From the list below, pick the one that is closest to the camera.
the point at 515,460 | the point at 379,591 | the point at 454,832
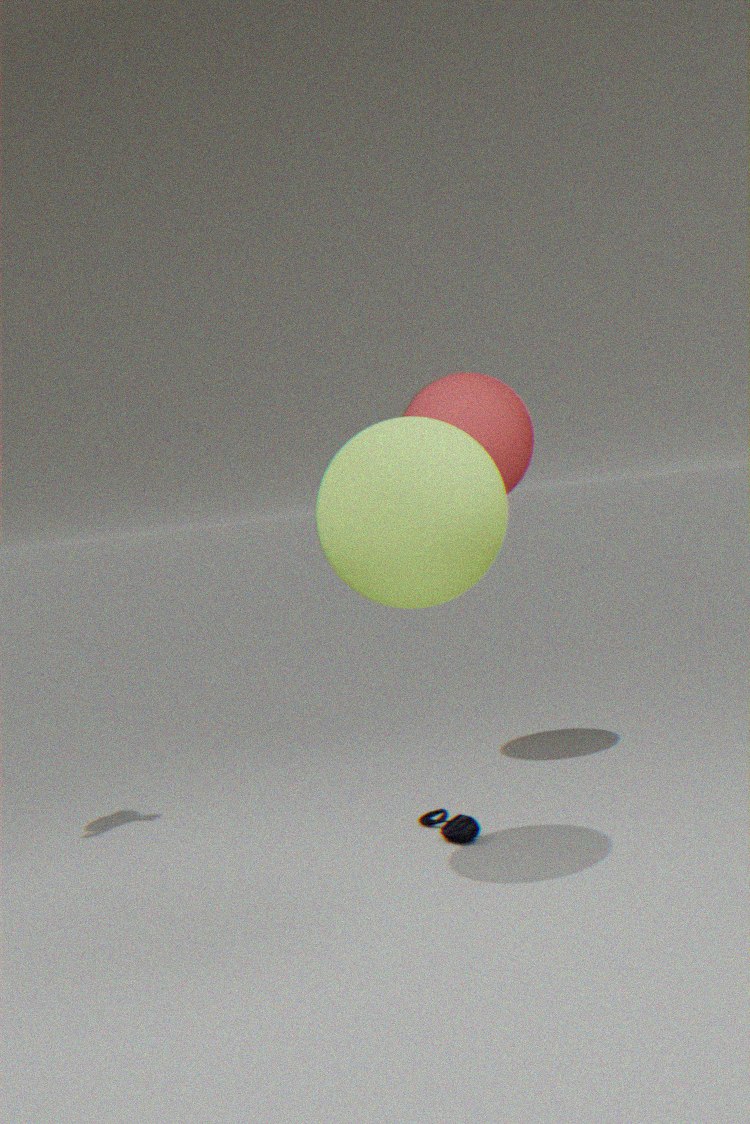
the point at 379,591
